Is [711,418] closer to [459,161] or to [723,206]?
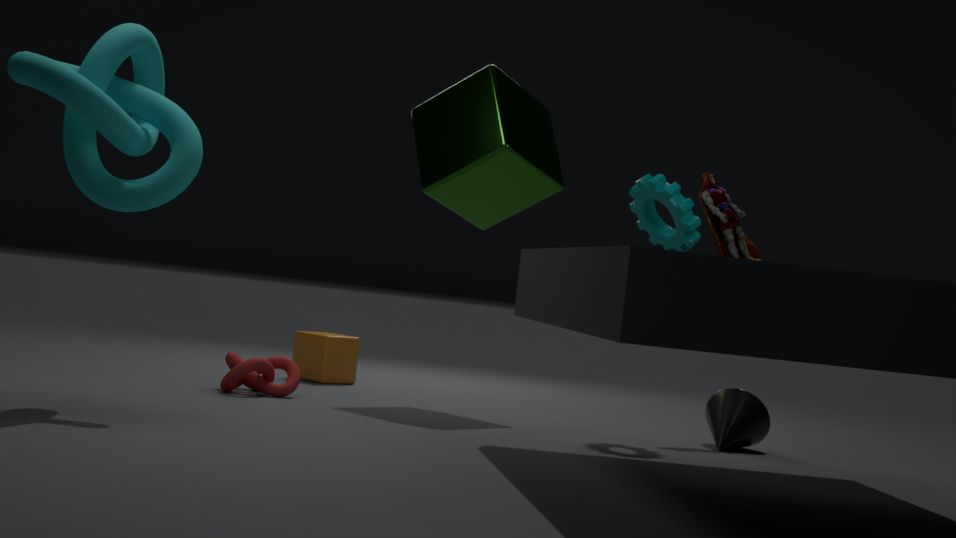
[723,206]
